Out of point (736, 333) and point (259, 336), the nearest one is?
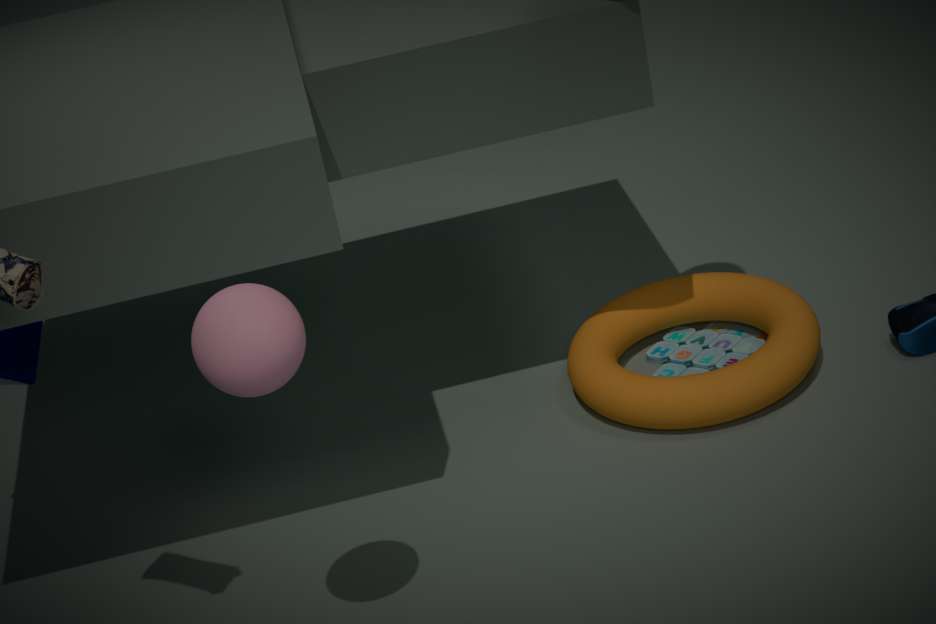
point (259, 336)
